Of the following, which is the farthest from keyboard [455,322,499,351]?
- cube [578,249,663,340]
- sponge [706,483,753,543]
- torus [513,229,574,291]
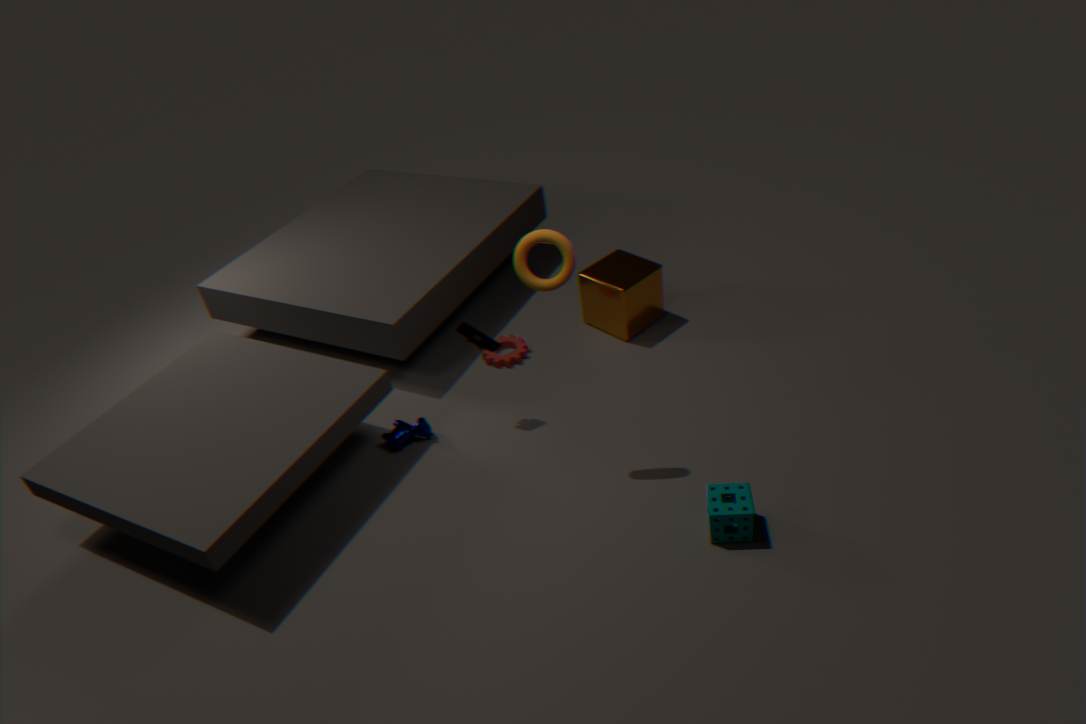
sponge [706,483,753,543]
